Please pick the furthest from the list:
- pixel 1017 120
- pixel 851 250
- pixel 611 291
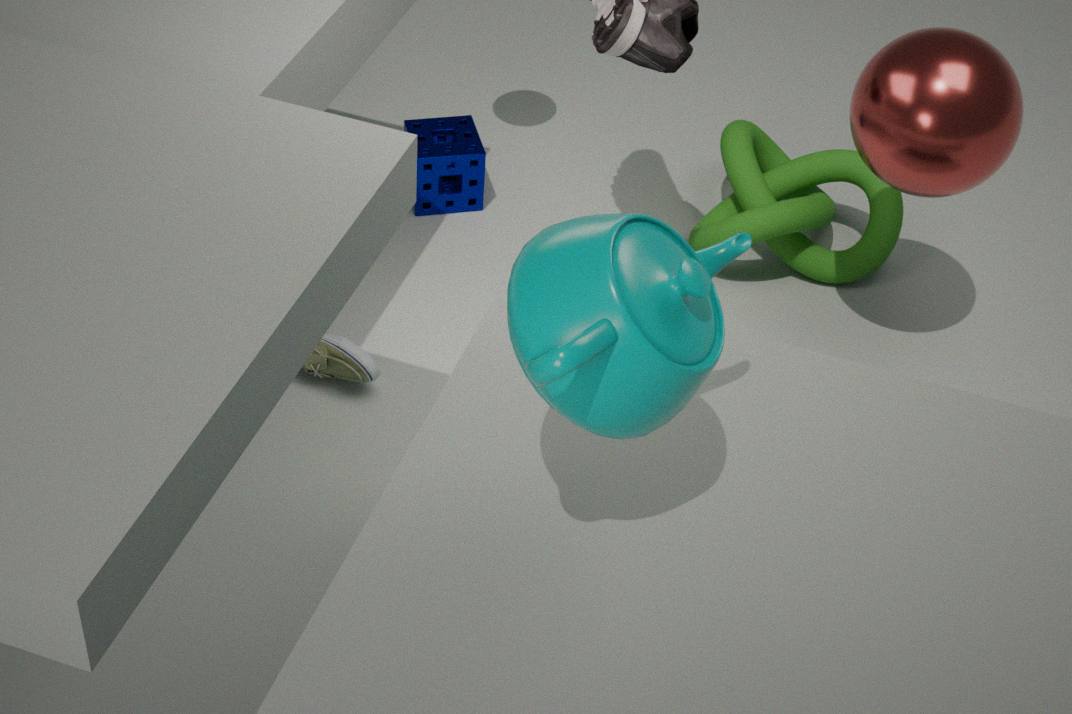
pixel 851 250
